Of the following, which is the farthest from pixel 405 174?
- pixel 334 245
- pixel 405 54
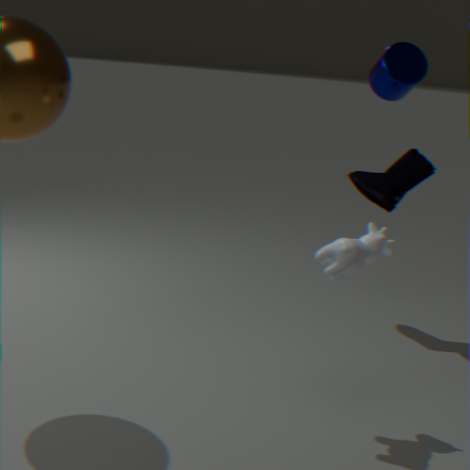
pixel 334 245
